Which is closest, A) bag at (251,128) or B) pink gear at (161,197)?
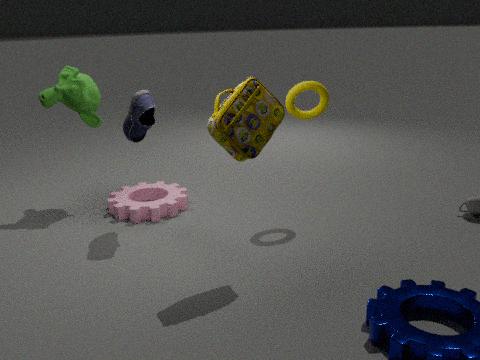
A. bag at (251,128)
